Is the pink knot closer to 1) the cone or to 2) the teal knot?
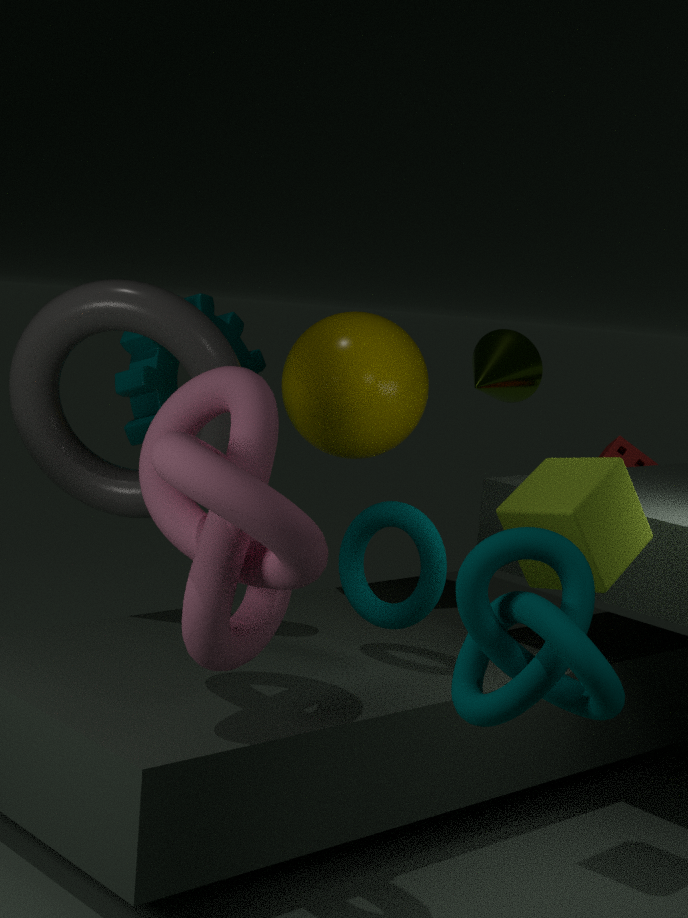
2) the teal knot
